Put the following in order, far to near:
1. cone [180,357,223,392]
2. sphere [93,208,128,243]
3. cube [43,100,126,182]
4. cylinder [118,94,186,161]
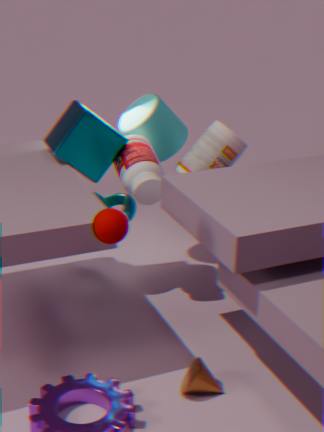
1. cylinder [118,94,186,161]
2. cube [43,100,126,182]
3. cone [180,357,223,392]
4. sphere [93,208,128,243]
